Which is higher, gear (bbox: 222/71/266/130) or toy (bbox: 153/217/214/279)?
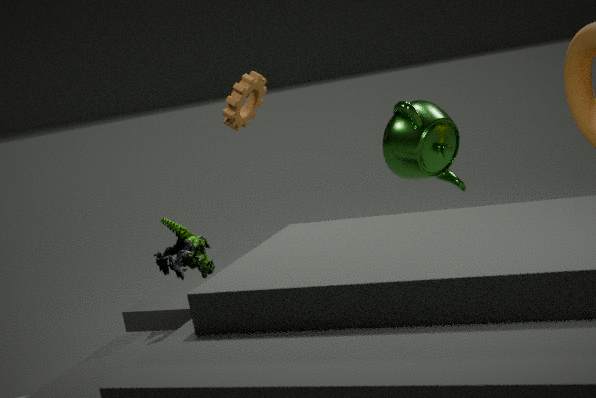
gear (bbox: 222/71/266/130)
